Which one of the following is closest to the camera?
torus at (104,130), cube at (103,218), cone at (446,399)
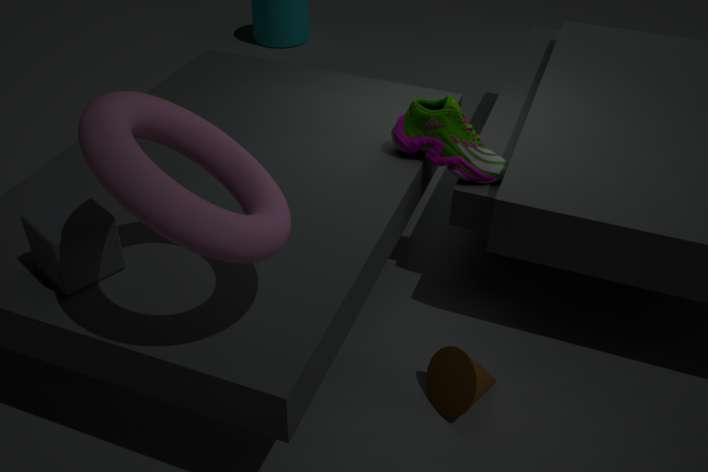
torus at (104,130)
